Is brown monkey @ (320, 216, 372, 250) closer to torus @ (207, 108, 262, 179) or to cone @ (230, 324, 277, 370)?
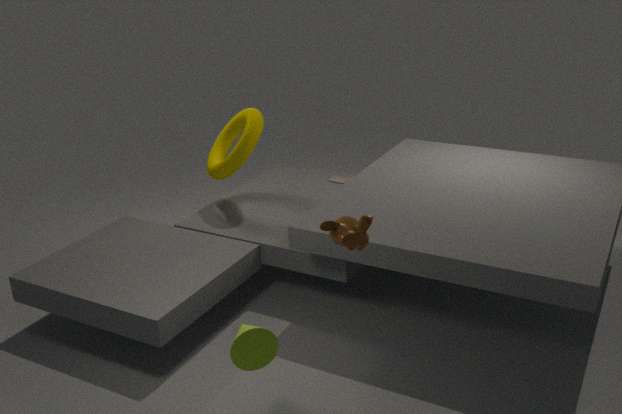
cone @ (230, 324, 277, 370)
